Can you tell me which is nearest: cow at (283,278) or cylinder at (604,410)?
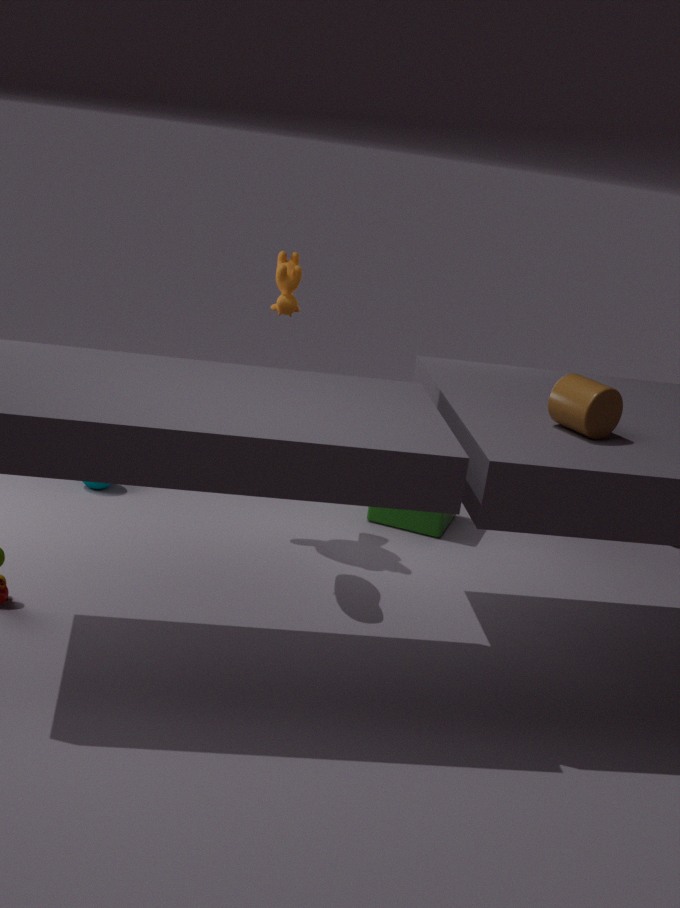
cylinder at (604,410)
